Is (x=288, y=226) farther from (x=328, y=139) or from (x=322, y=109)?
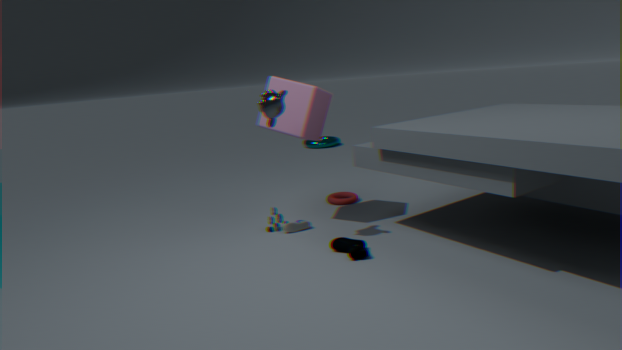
(x=328, y=139)
